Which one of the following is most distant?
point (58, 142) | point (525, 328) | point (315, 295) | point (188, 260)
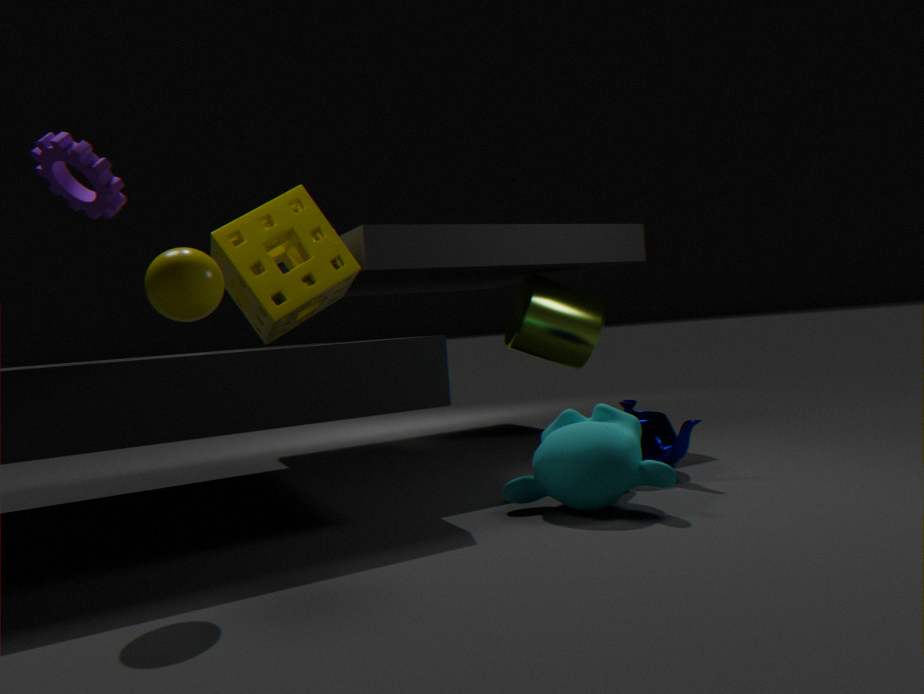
point (525, 328)
